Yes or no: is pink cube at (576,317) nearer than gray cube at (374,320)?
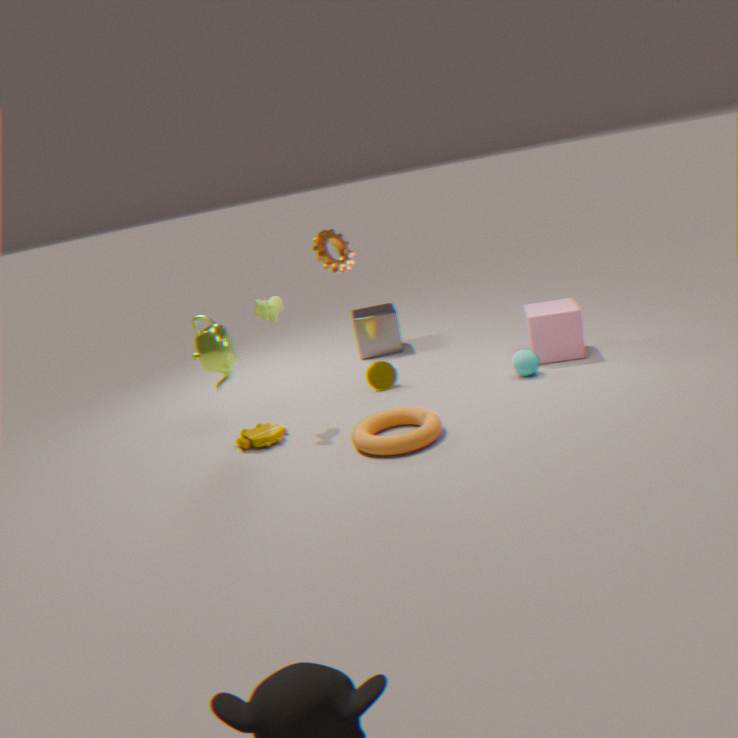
Yes
